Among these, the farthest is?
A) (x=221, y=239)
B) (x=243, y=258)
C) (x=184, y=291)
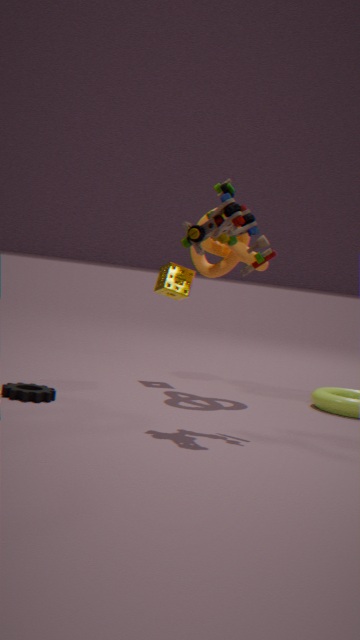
(x=184, y=291)
